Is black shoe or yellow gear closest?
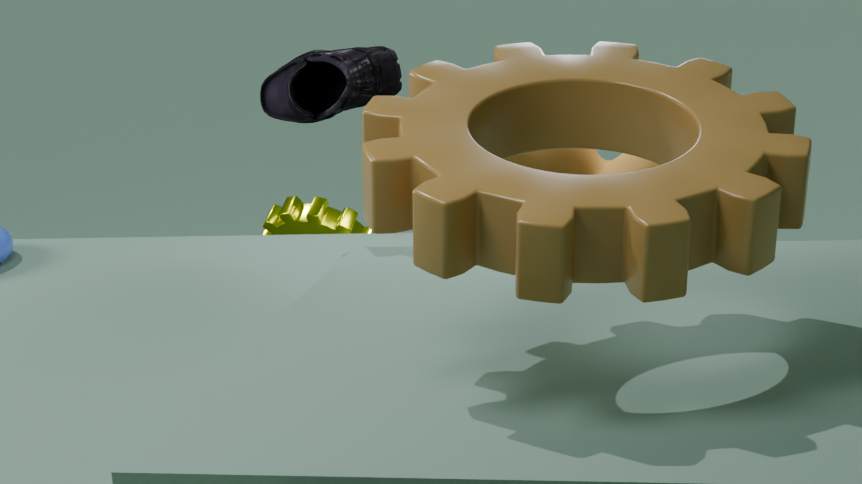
black shoe
